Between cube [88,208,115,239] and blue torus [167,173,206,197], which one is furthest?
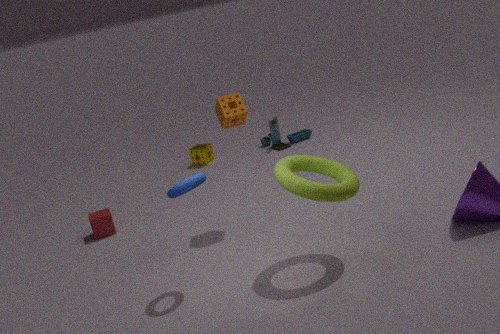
cube [88,208,115,239]
